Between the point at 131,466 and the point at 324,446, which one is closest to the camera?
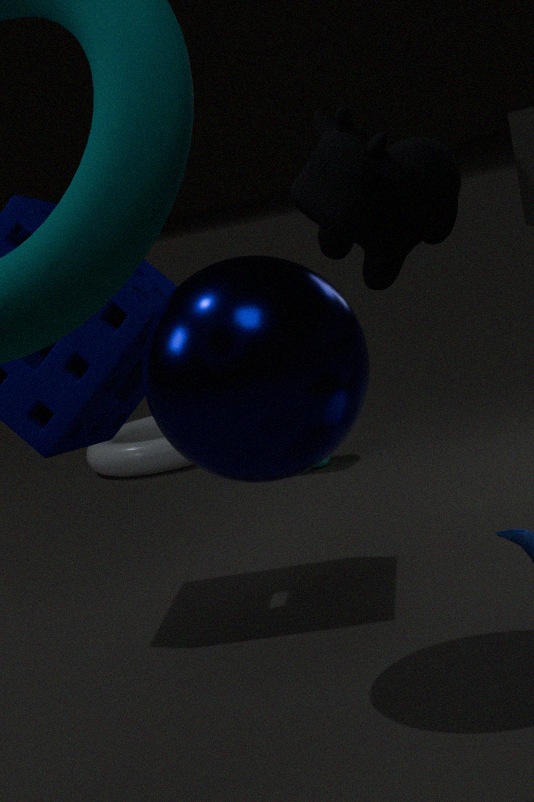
the point at 324,446
